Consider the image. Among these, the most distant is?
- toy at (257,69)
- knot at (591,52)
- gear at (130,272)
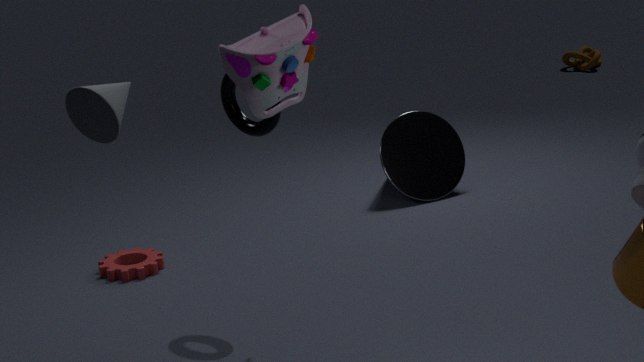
knot at (591,52)
